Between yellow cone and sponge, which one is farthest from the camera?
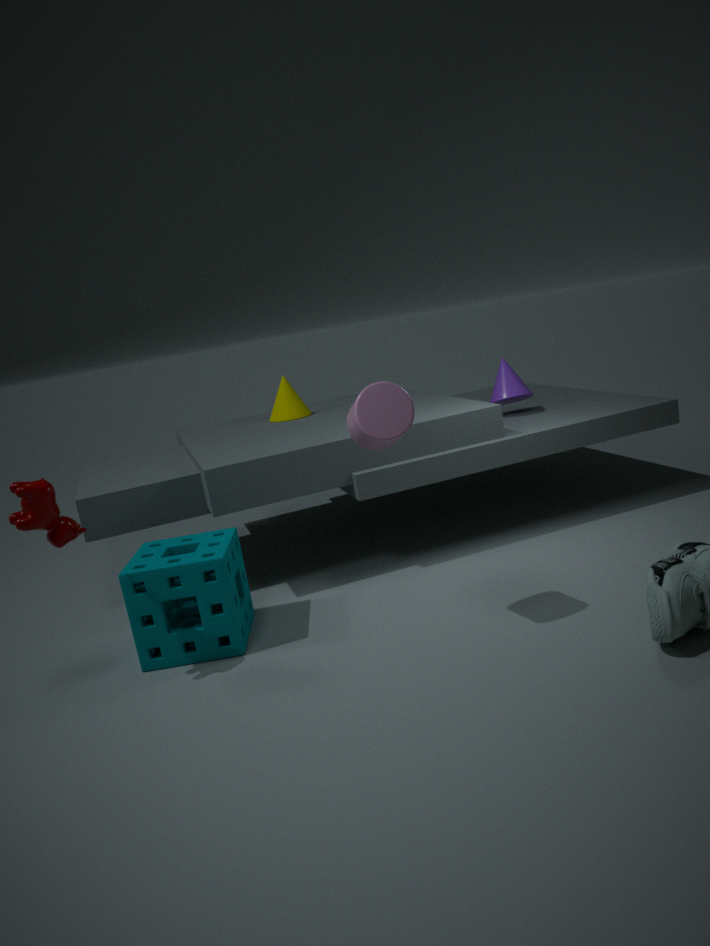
yellow cone
